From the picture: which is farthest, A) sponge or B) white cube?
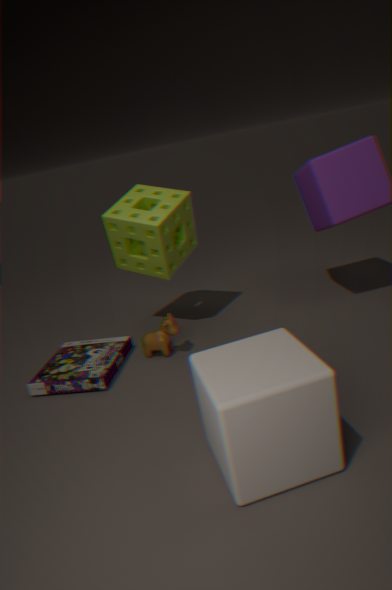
A. sponge
